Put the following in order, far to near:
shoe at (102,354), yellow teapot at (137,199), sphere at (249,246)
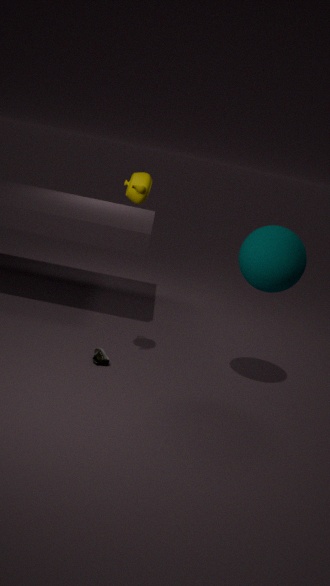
shoe at (102,354)
sphere at (249,246)
yellow teapot at (137,199)
